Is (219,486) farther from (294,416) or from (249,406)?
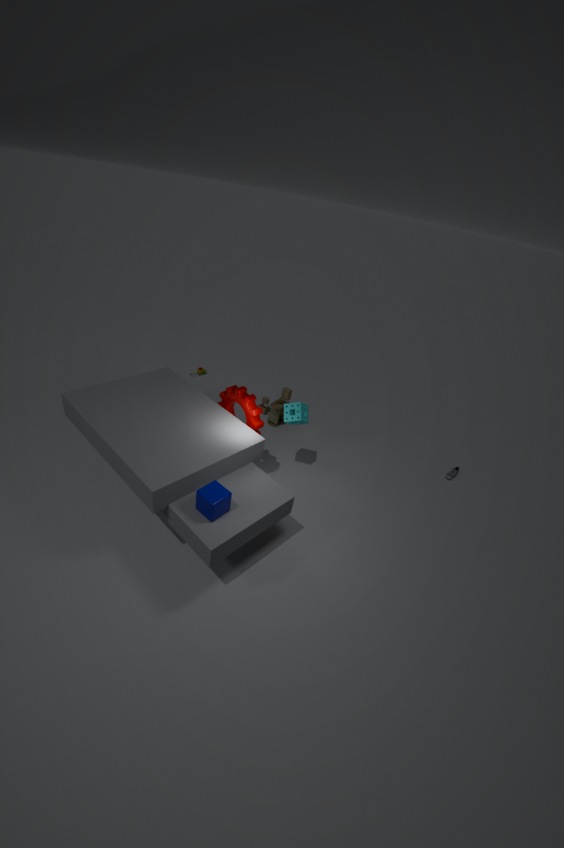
(294,416)
